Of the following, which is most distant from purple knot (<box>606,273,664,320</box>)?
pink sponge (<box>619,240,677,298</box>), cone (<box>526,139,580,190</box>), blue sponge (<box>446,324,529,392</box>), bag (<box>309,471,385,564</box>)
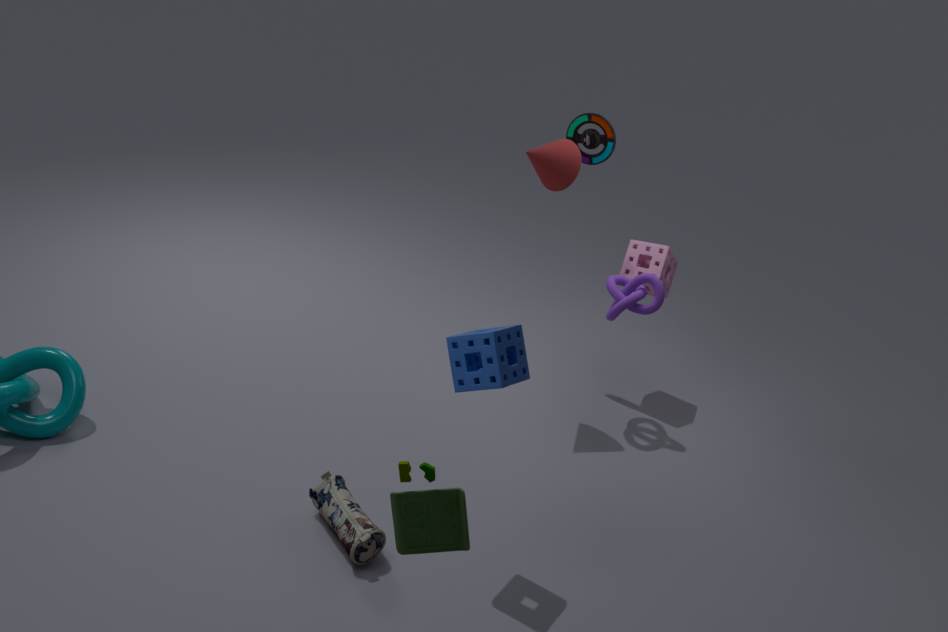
bag (<box>309,471,385,564</box>)
